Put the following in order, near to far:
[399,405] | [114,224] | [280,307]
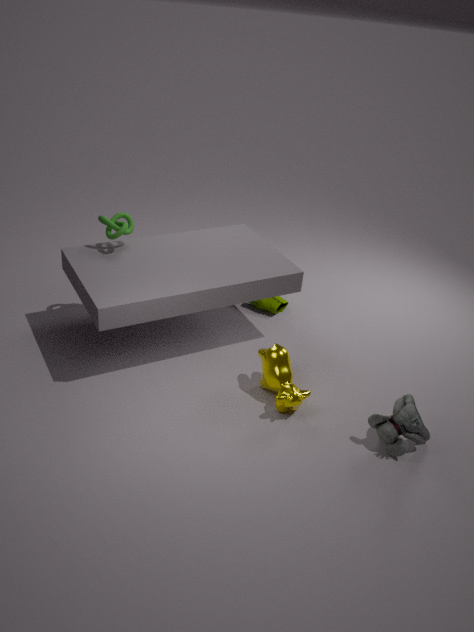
[399,405], [114,224], [280,307]
